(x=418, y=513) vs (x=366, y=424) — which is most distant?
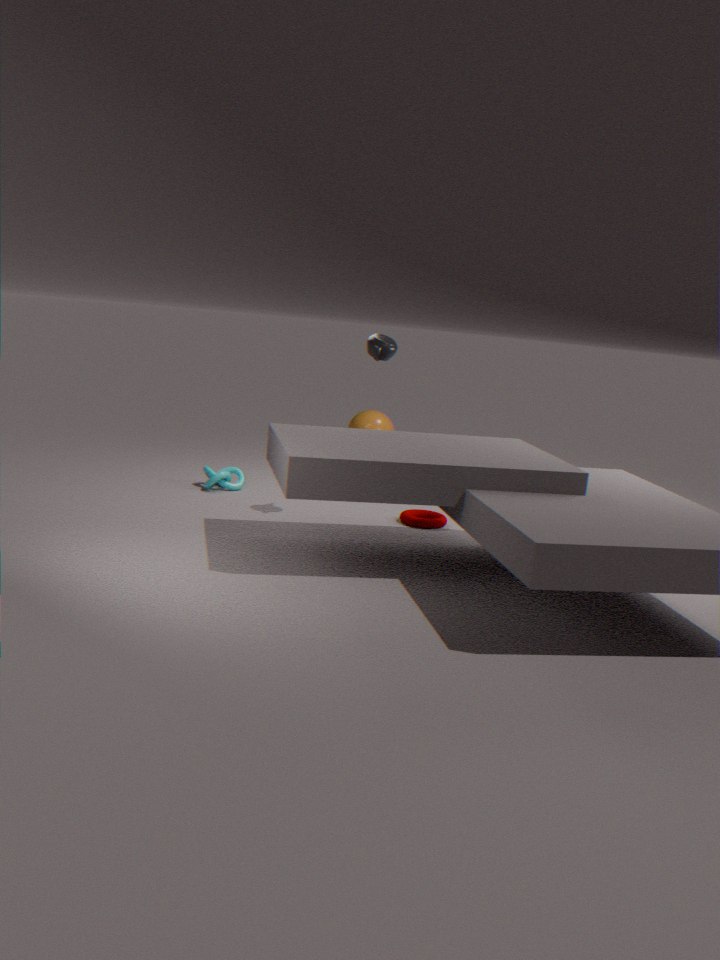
(x=366, y=424)
